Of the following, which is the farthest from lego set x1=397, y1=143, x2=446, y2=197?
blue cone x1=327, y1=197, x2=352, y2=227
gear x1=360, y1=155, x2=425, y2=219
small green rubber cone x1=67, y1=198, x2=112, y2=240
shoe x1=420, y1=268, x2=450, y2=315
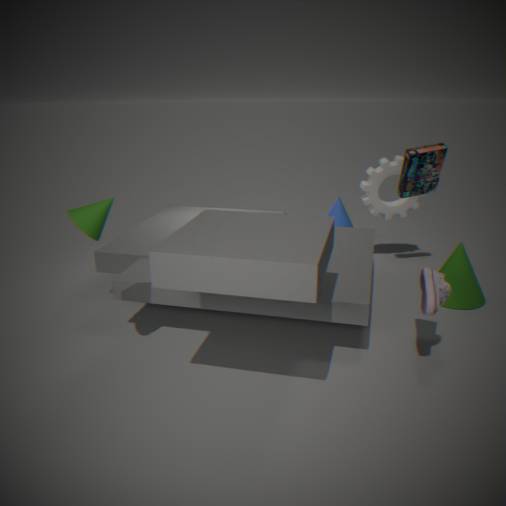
small green rubber cone x1=67, y1=198, x2=112, y2=240
